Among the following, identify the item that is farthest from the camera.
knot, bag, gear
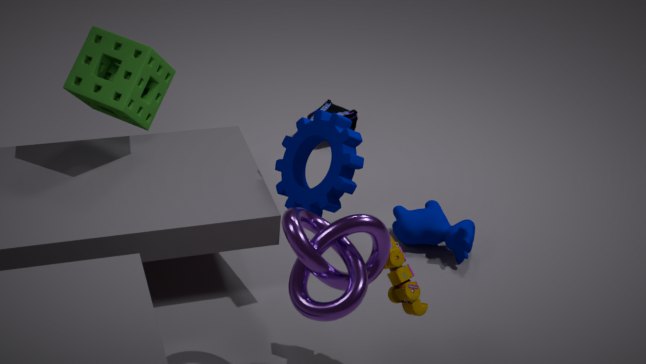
bag
